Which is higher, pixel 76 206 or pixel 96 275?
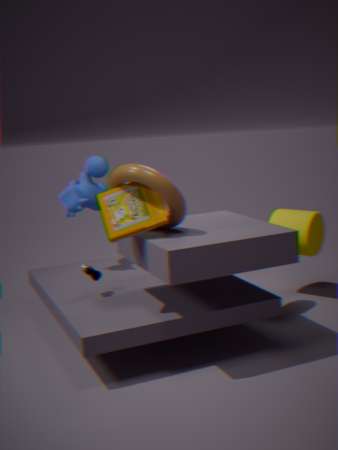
pixel 76 206
